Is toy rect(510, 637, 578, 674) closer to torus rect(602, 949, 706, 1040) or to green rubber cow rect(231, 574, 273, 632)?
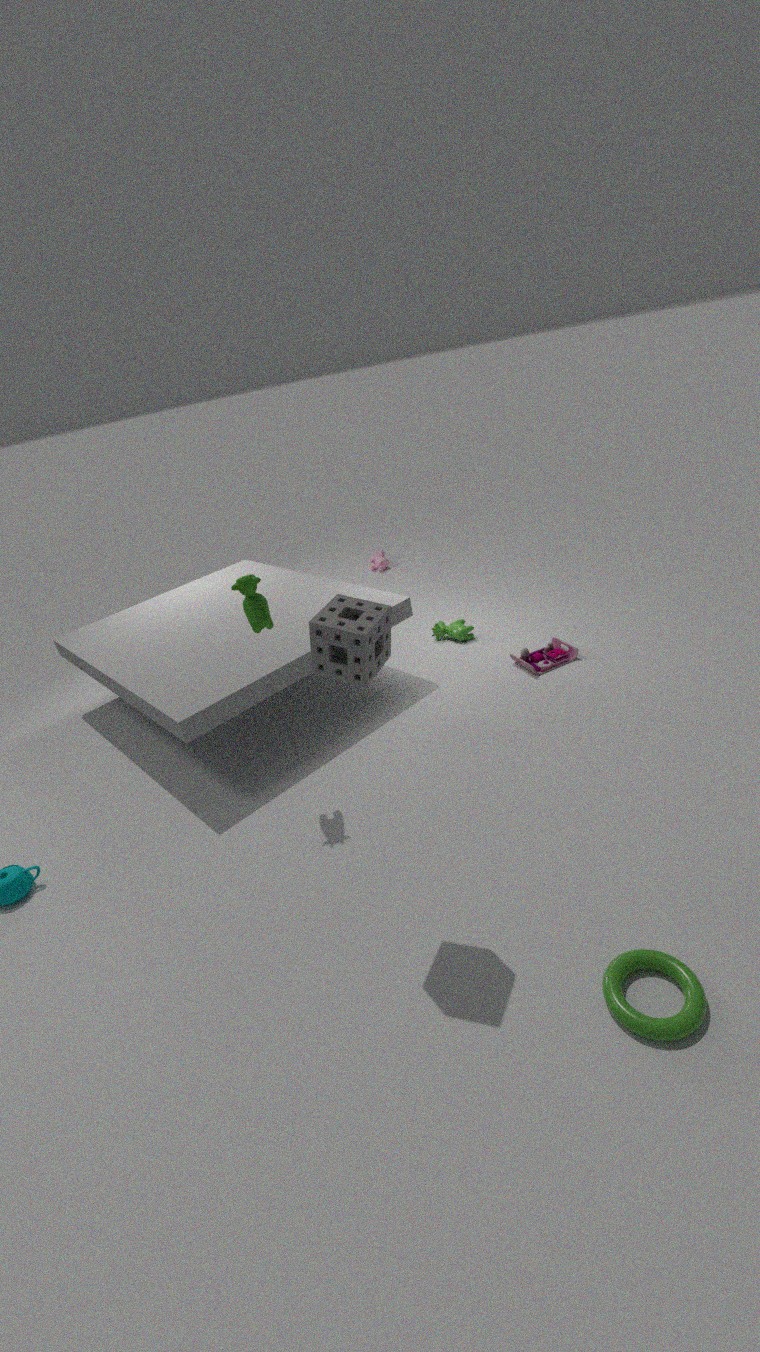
green rubber cow rect(231, 574, 273, 632)
